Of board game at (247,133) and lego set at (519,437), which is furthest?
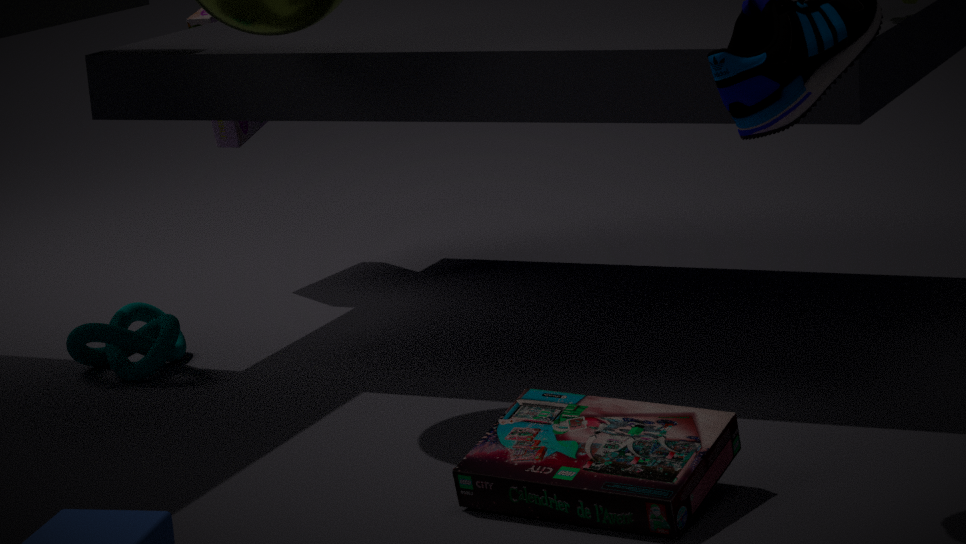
board game at (247,133)
